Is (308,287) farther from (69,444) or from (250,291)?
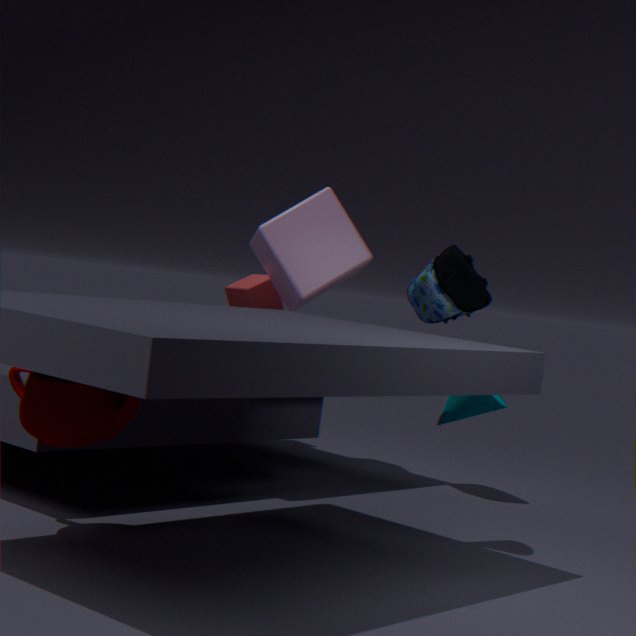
(69,444)
